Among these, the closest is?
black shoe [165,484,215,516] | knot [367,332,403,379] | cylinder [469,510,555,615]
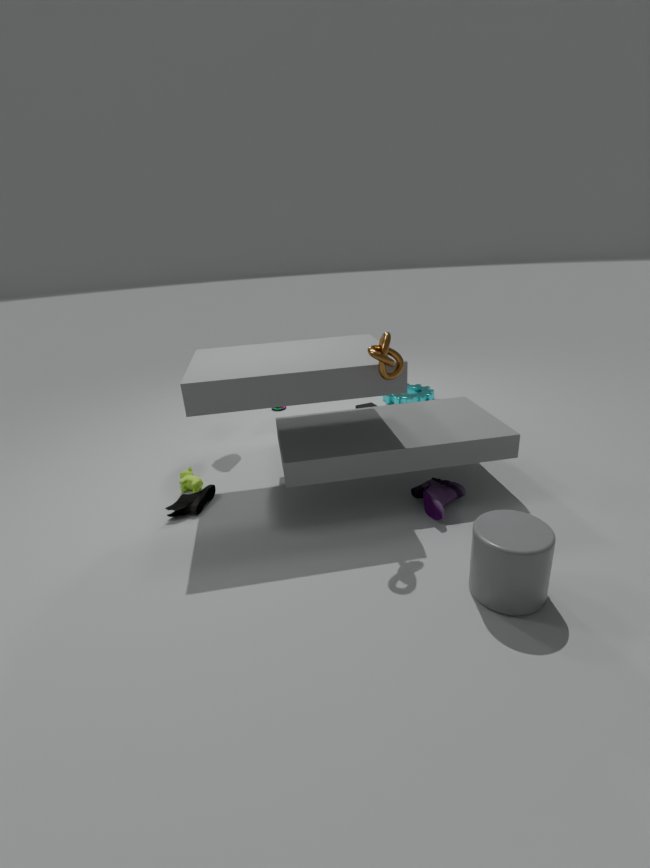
cylinder [469,510,555,615]
